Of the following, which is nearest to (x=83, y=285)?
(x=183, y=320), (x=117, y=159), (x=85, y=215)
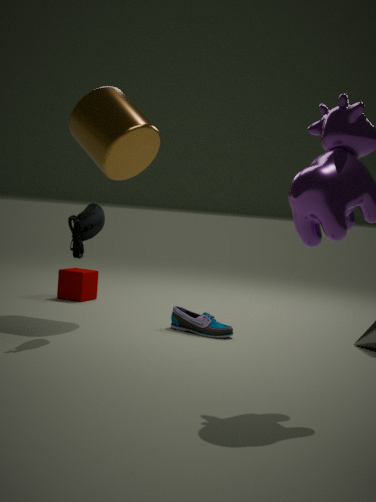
(x=117, y=159)
